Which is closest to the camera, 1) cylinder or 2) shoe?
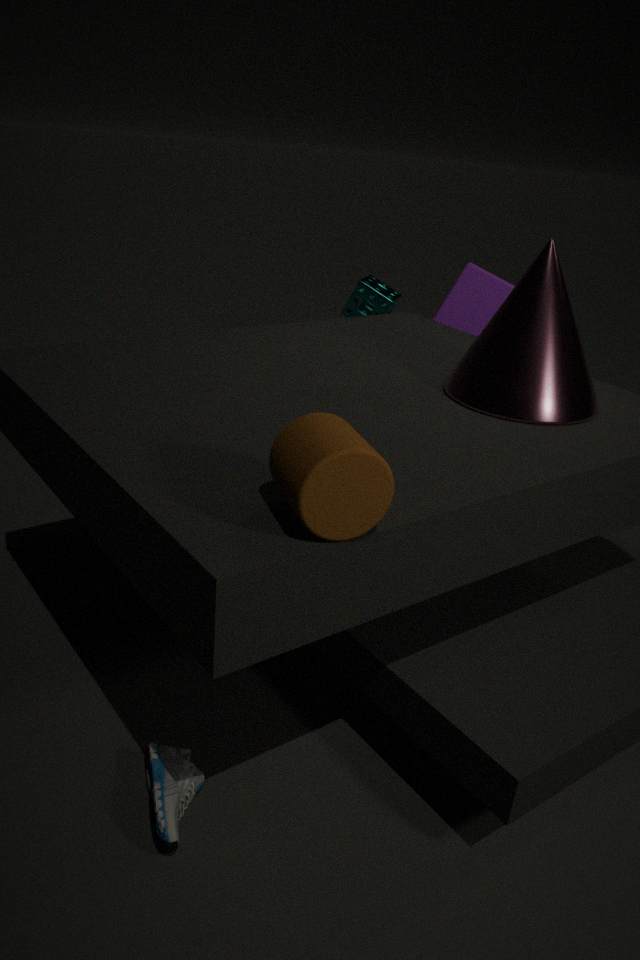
1. cylinder
